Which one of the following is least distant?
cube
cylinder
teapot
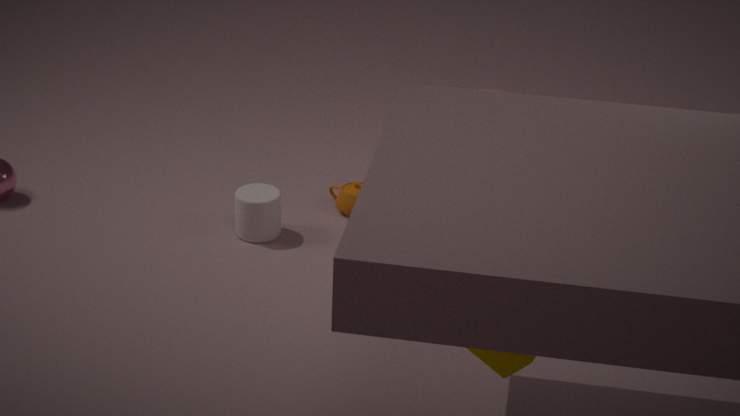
cube
